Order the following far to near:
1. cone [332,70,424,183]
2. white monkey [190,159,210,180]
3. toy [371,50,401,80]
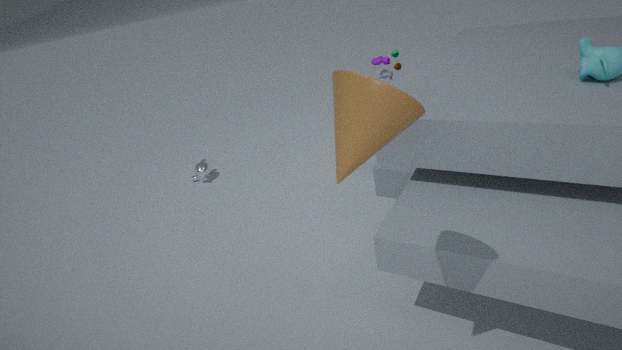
white monkey [190,159,210,180] → toy [371,50,401,80] → cone [332,70,424,183]
